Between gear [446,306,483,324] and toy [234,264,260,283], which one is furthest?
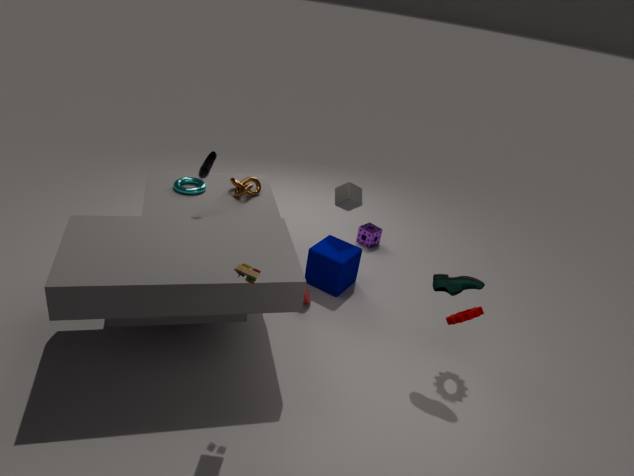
gear [446,306,483,324]
